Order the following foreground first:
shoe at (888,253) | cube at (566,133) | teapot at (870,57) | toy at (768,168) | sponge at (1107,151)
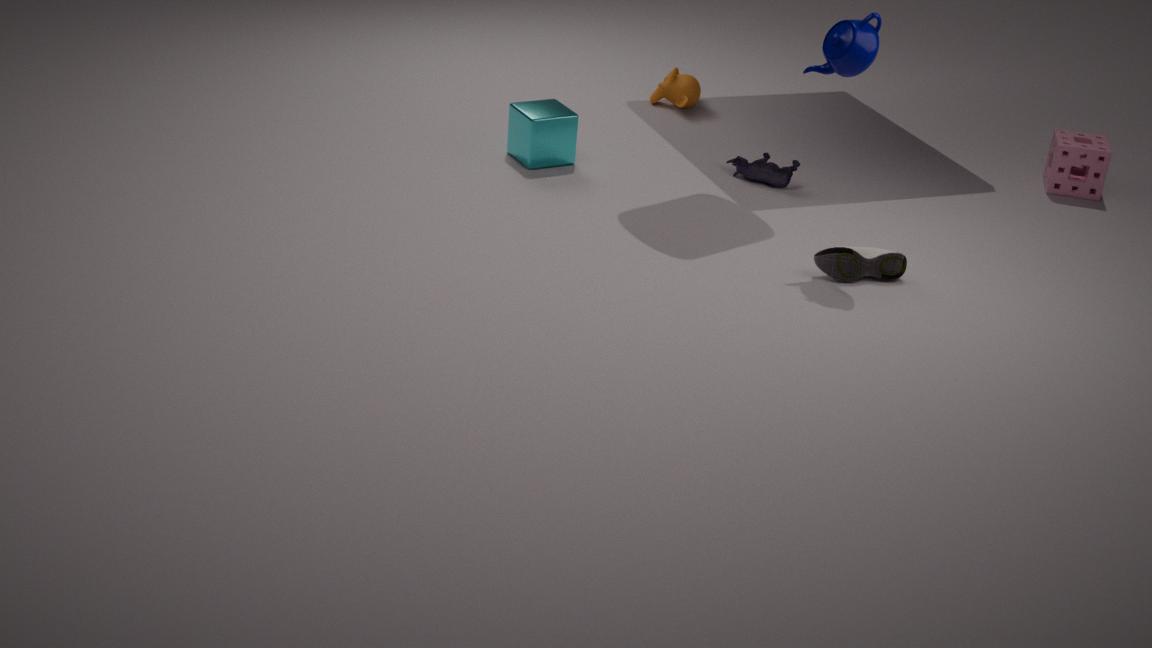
teapot at (870,57)
shoe at (888,253)
cube at (566,133)
toy at (768,168)
sponge at (1107,151)
